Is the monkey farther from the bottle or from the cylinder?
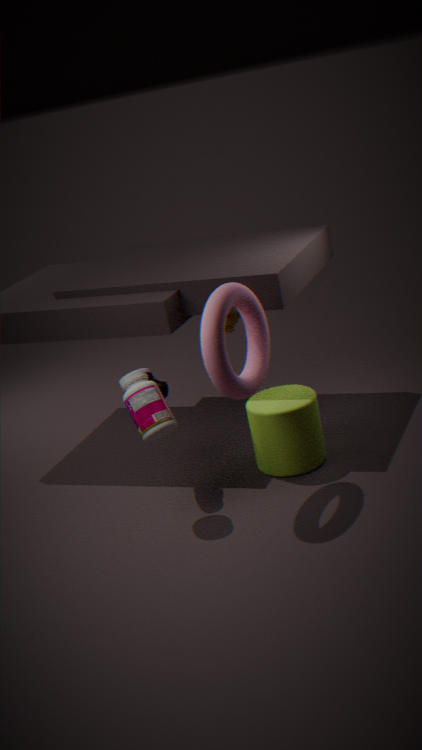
the bottle
